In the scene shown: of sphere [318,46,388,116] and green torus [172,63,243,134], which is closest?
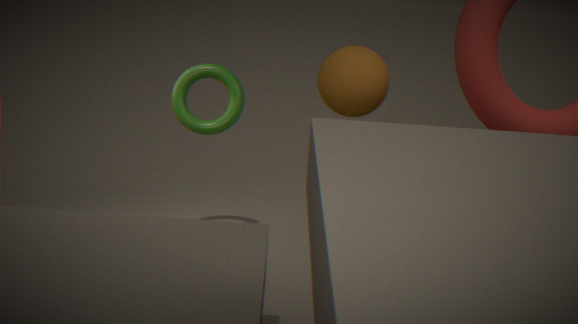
sphere [318,46,388,116]
